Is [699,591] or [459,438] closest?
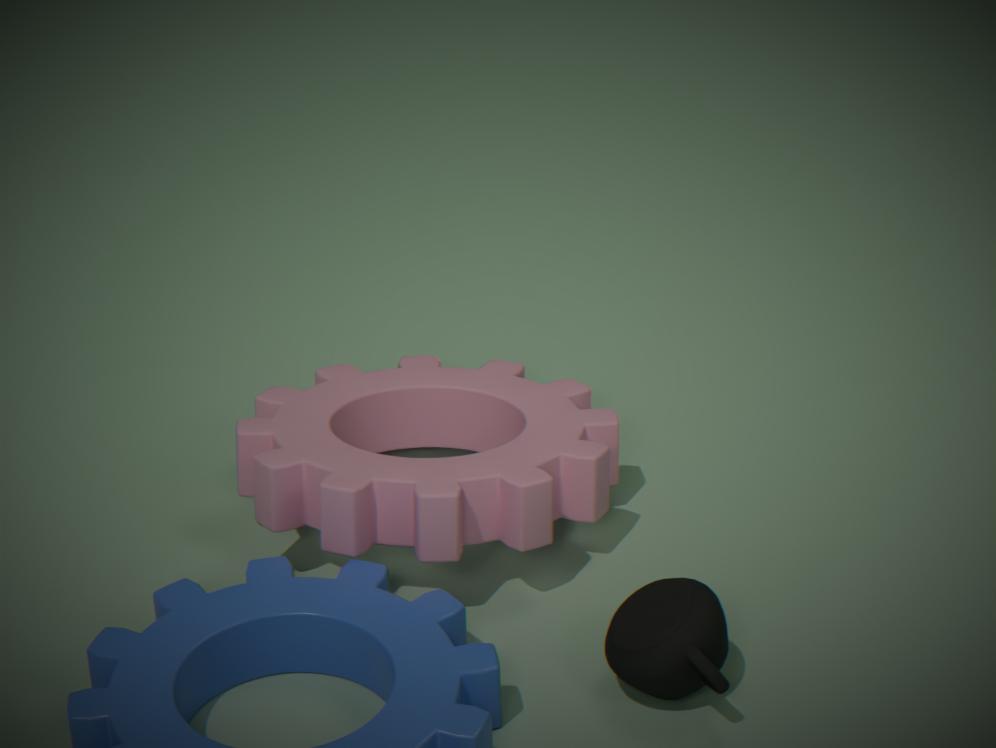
[699,591]
